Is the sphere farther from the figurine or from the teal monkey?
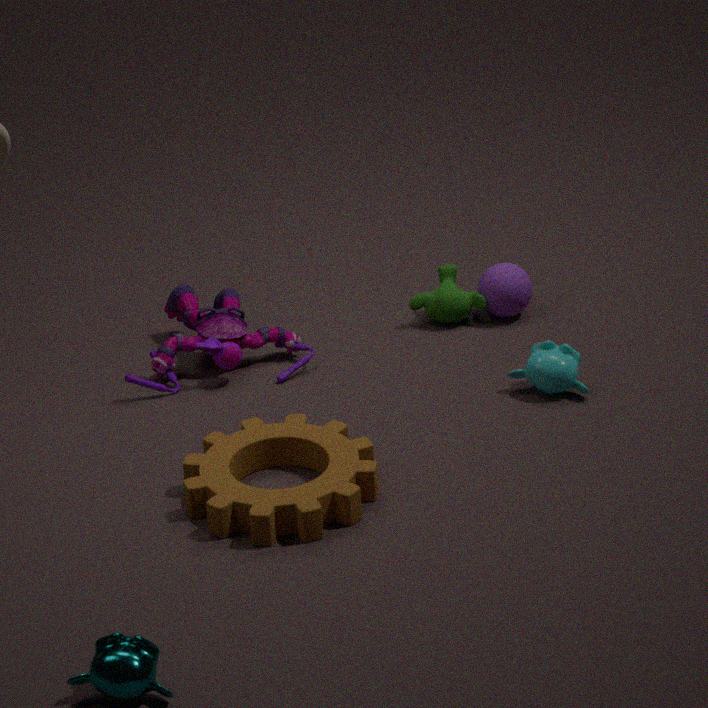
the teal monkey
